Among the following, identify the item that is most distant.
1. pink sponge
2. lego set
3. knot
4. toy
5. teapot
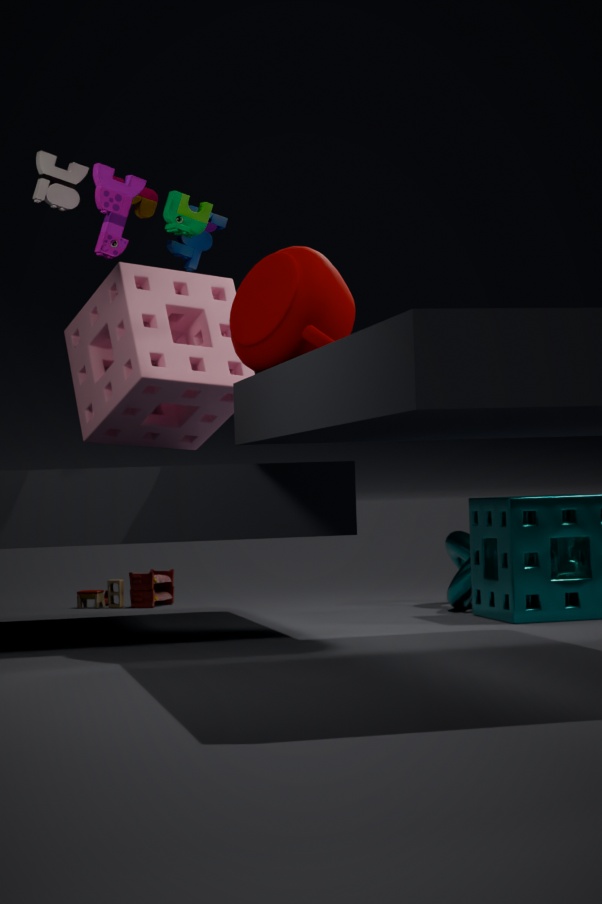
toy
